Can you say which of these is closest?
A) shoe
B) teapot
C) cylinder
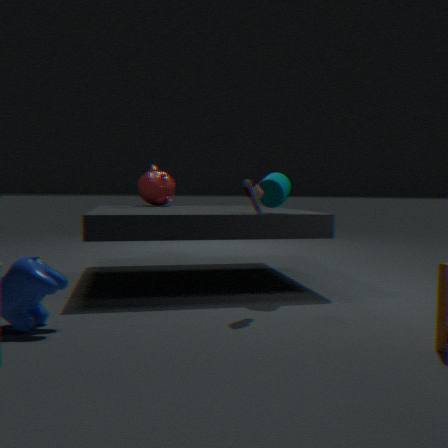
A. shoe
